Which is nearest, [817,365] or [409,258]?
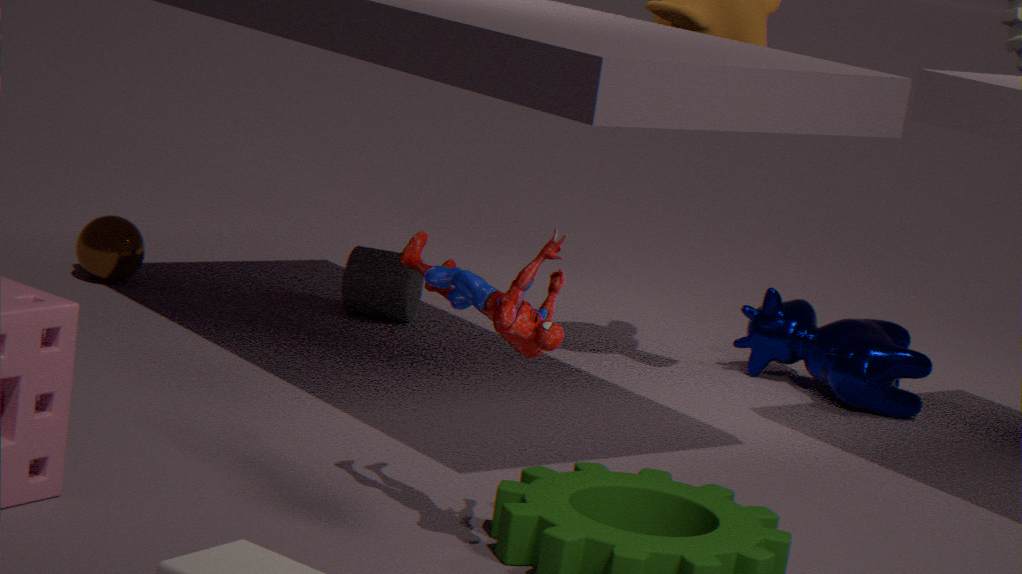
[409,258]
